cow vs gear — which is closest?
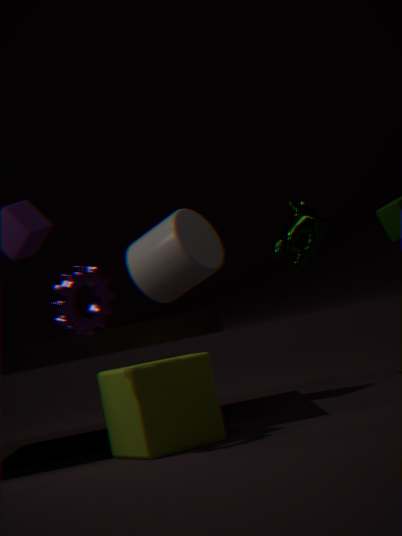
gear
